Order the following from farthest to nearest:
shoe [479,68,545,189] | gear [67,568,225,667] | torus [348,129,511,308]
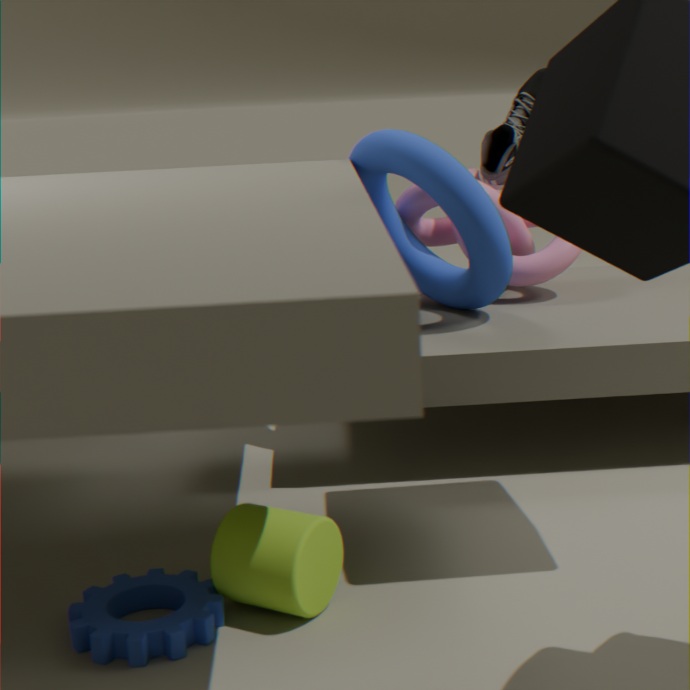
1. shoe [479,68,545,189]
2. torus [348,129,511,308]
3. gear [67,568,225,667]
